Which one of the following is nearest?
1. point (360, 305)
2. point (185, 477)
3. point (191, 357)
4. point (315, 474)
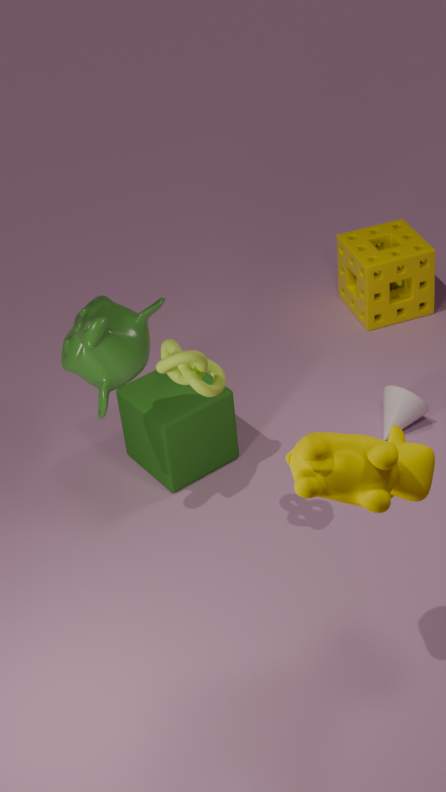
point (315, 474)
